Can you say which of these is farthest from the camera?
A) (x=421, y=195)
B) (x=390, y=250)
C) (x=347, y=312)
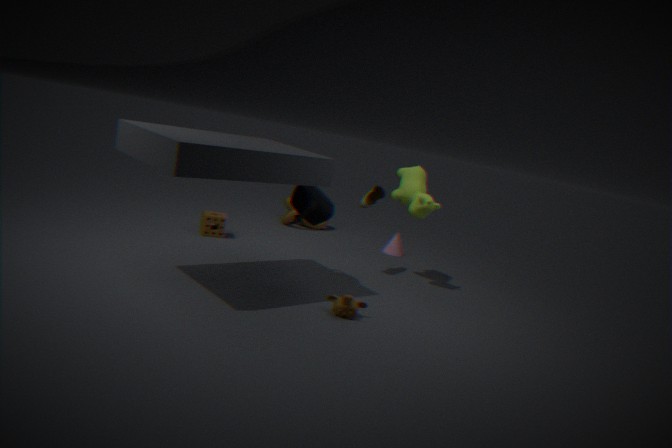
(x=390, y=250)
